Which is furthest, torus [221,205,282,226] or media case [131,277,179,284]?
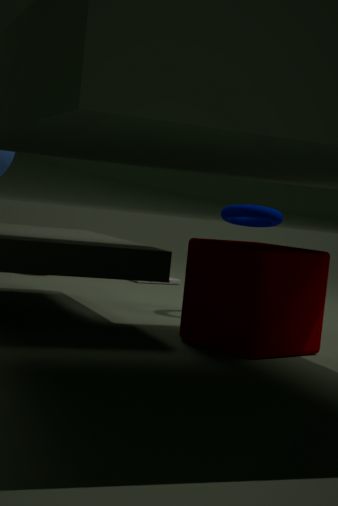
media case [131,277,179,284]
